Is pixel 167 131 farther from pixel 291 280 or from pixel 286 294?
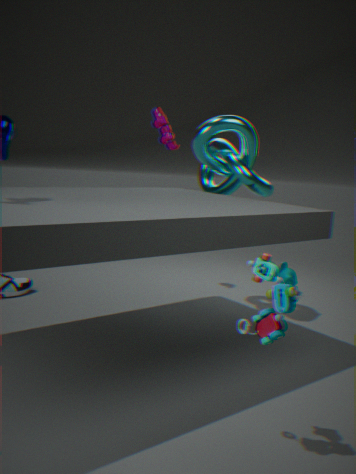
pixel 286 294
